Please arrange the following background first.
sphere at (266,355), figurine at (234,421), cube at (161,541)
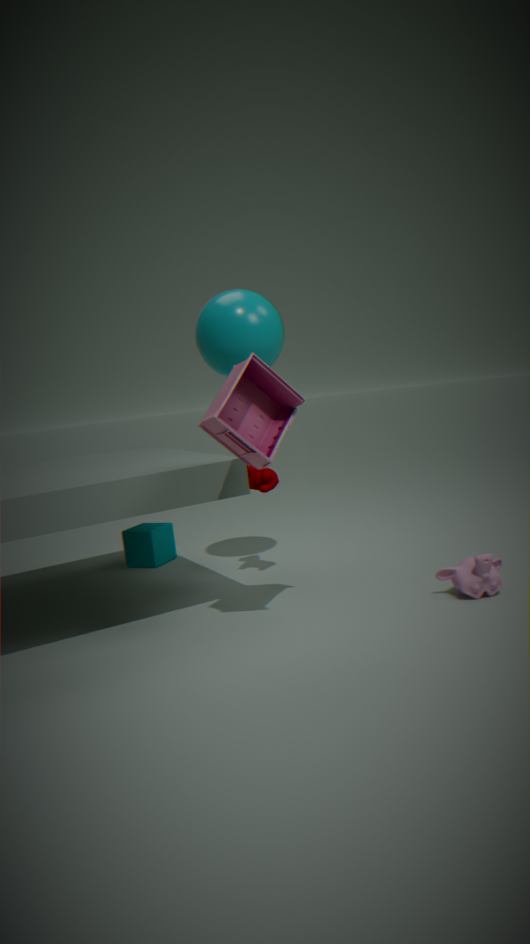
1. cube at (161,541)
2. sphere at (266,355)
3. figurine at (234,421)
